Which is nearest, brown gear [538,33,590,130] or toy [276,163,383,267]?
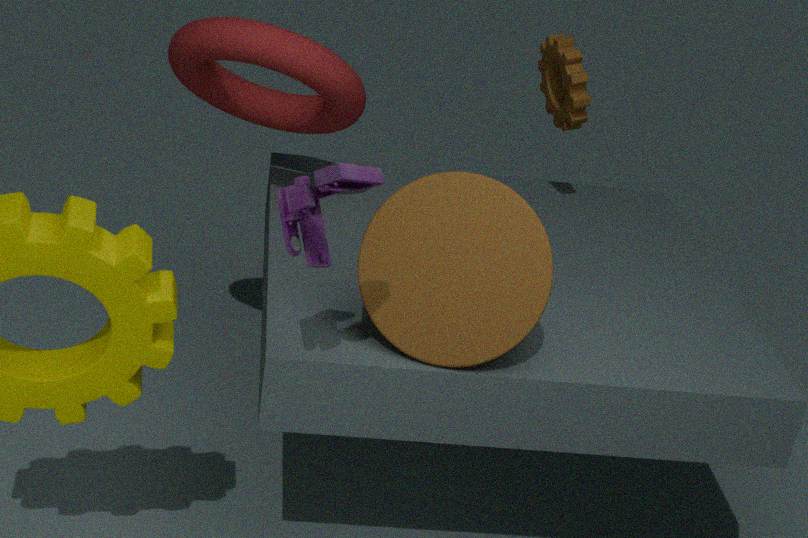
toy [276,163,383,267]
